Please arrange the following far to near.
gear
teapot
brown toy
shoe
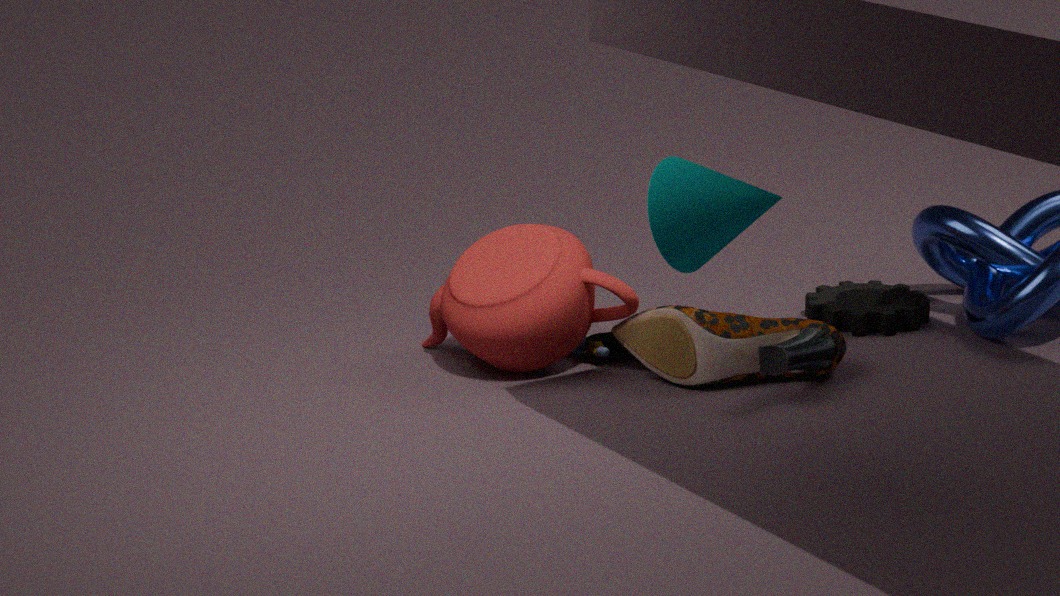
gear
brown toy
teapot
shoe
